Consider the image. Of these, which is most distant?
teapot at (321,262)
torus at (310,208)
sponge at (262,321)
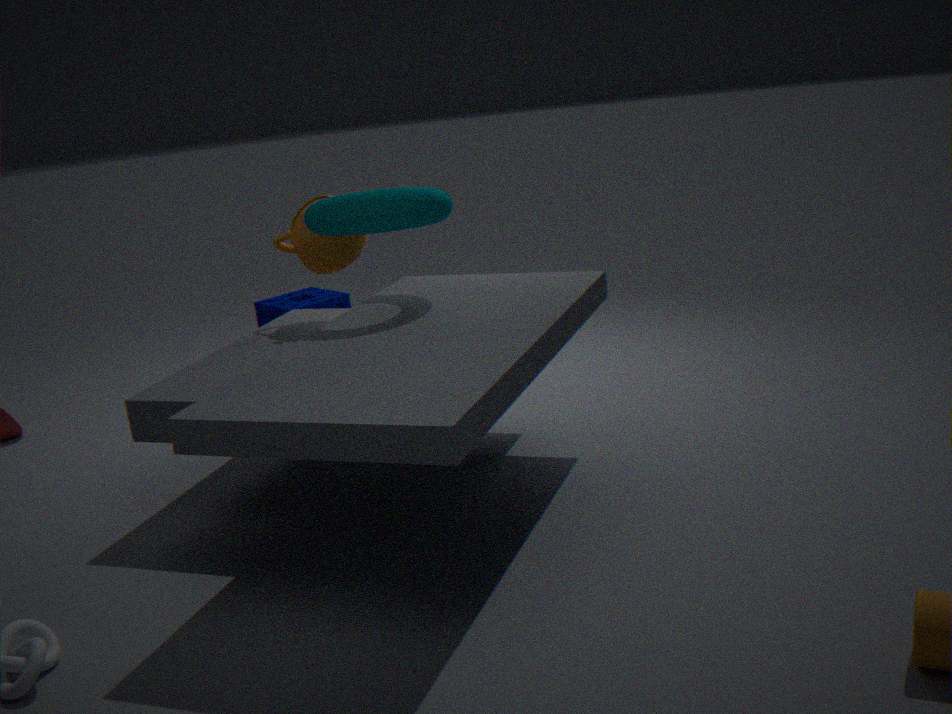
sponge at (262,321)
